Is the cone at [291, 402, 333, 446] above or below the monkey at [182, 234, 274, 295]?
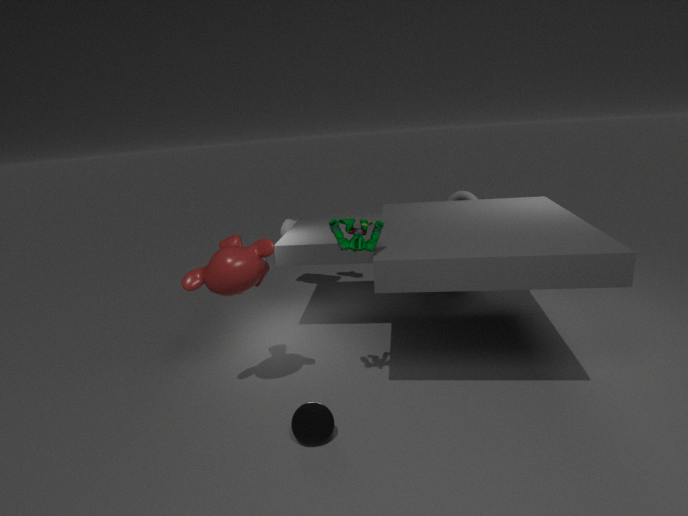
below
